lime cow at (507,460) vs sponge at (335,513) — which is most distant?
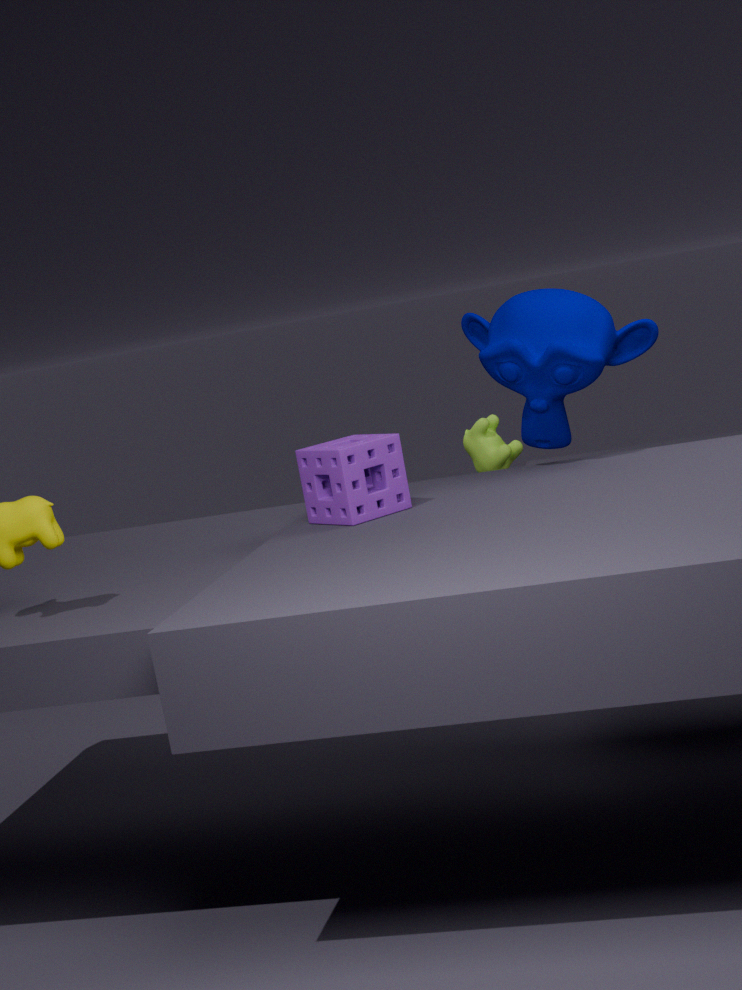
lime cow at (507,460)
